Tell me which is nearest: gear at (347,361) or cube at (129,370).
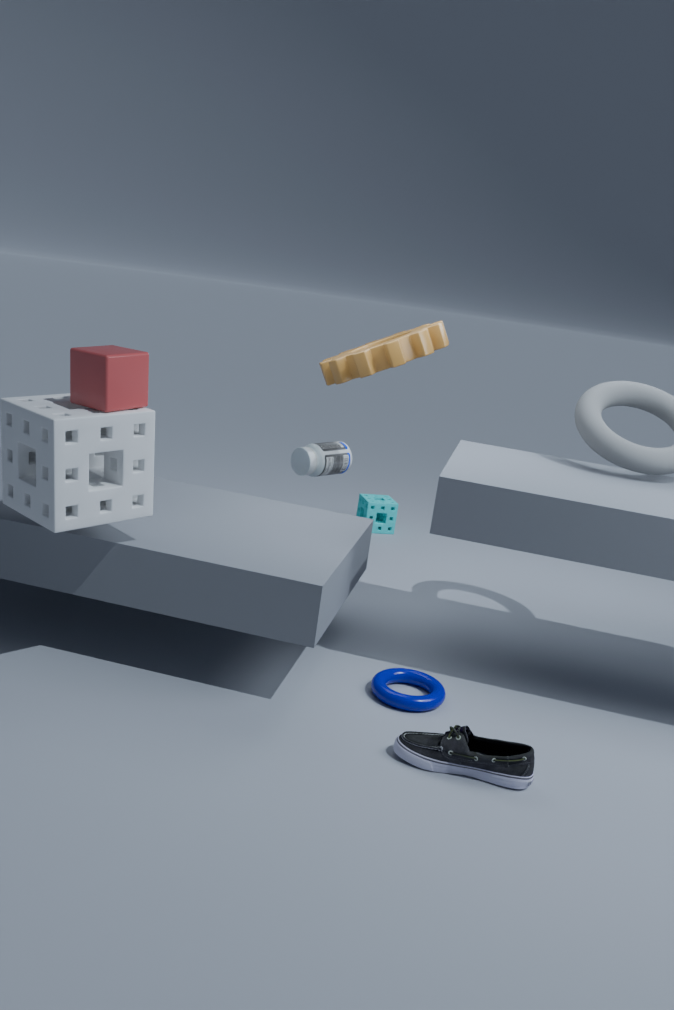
cube at (129,370)
